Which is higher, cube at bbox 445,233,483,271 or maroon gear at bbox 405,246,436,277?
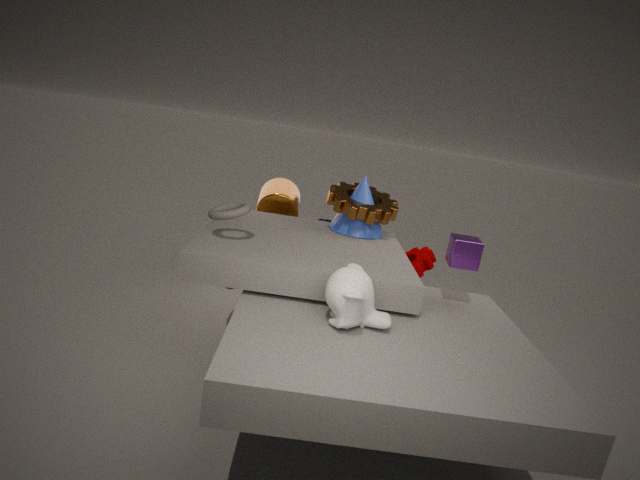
cube at bbox 445,233,483,271
